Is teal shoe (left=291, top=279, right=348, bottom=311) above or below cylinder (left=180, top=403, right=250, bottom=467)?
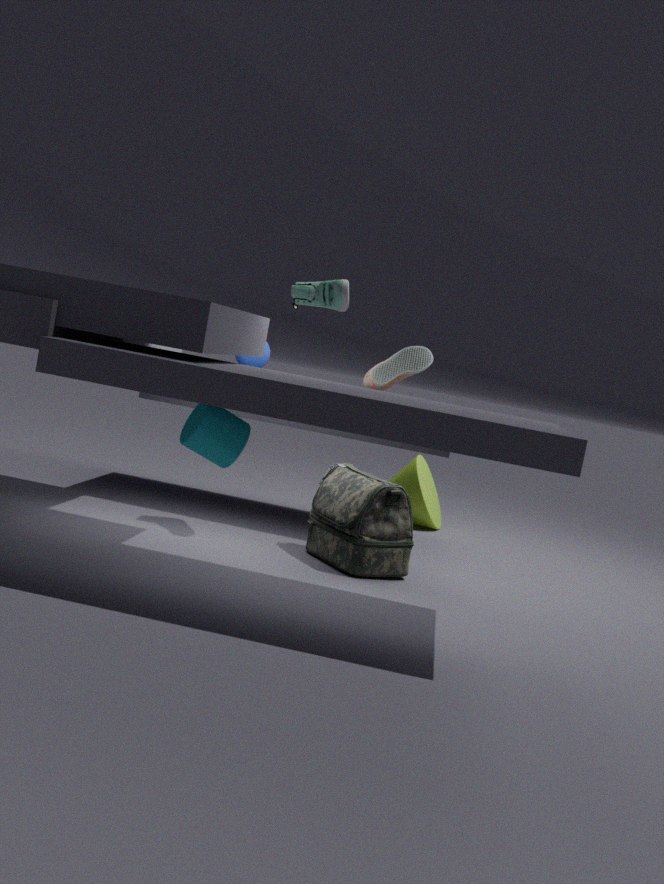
above
